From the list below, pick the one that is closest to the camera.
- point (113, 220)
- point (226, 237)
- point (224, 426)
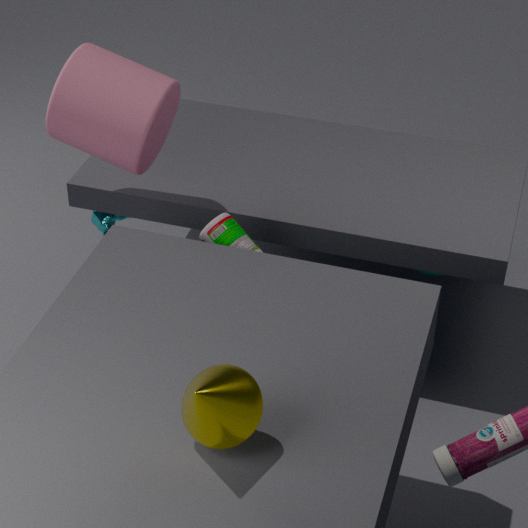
point (224, 426)
